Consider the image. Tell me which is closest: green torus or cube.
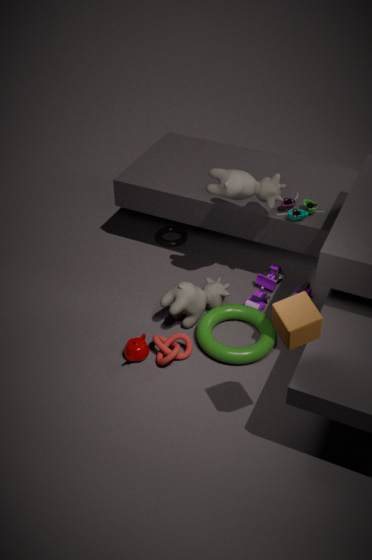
cube
